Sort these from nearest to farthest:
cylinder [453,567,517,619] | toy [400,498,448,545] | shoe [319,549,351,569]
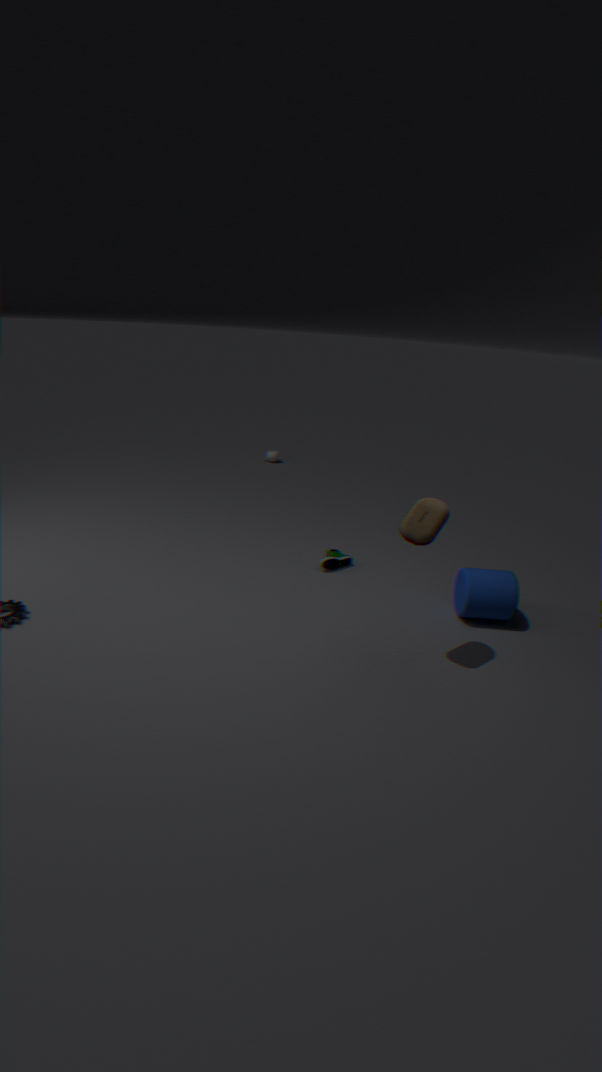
toy [400,498,448,545], cylinder [453,567,517,619], shoe [319,549,351,569]
